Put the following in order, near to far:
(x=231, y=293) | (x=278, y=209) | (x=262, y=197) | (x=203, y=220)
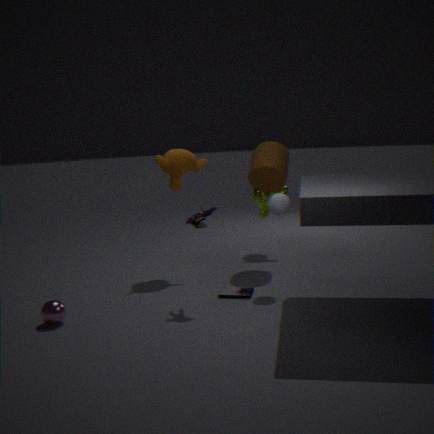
(x=203, y=220) → (x=231, y=293) → (x=278, y=209) → (x=262, y=197)
